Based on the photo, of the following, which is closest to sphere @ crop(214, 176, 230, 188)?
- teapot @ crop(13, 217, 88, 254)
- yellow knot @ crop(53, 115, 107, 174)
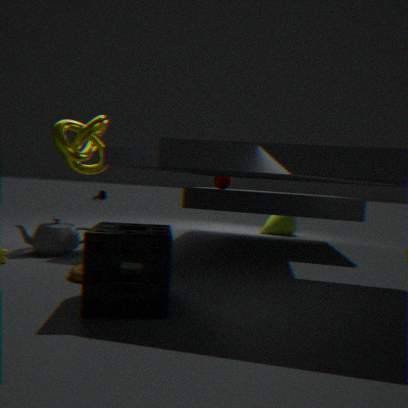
yellow knot @ crop(53, 115, 107, 174)
